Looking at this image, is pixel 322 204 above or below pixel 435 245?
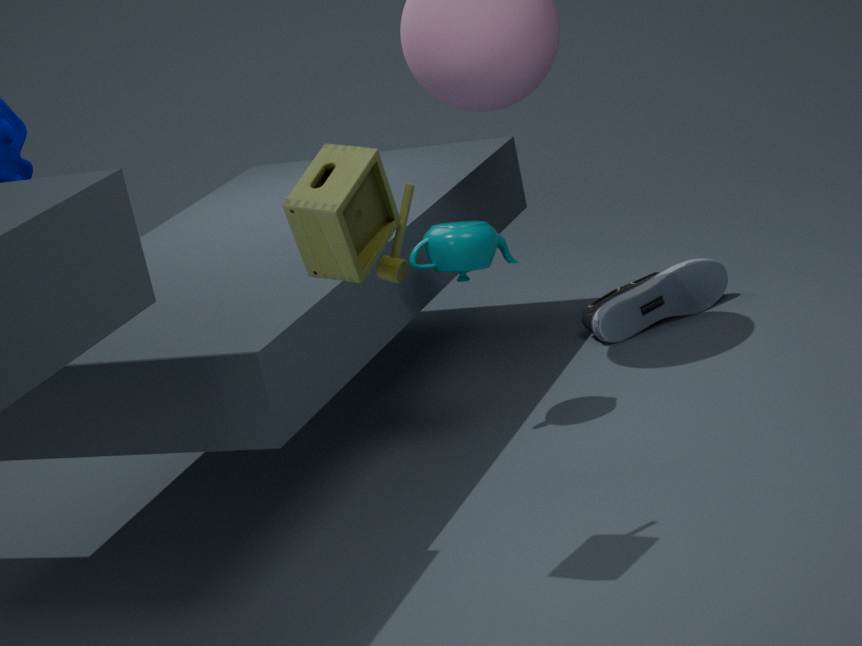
above
